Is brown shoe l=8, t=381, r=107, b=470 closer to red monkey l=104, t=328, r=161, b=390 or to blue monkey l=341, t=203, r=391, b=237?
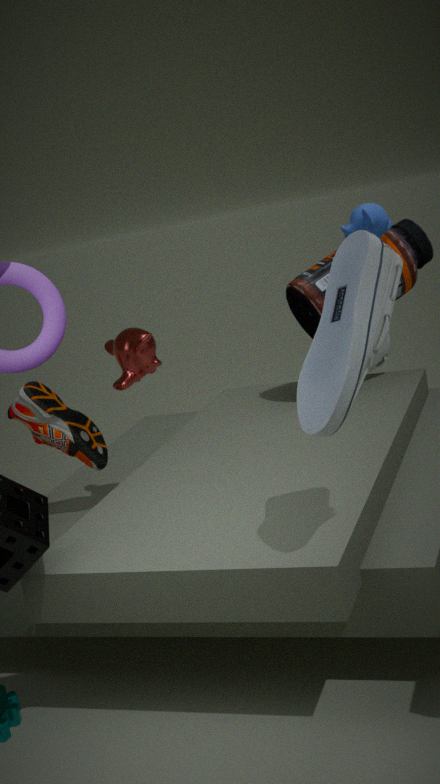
red monkey l=104, t=328, r=161, b=390
